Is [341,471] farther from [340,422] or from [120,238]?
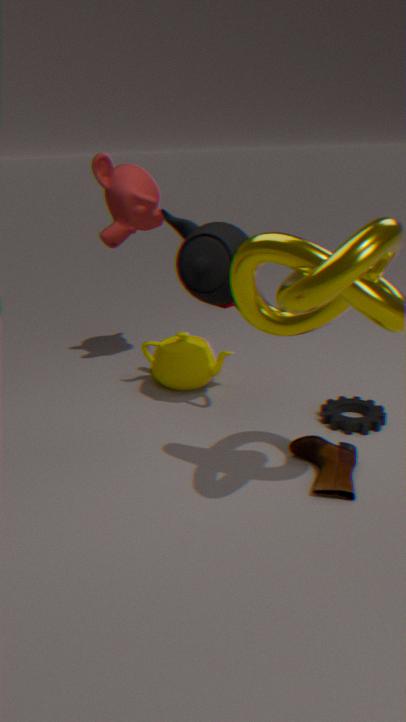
[120,238]
